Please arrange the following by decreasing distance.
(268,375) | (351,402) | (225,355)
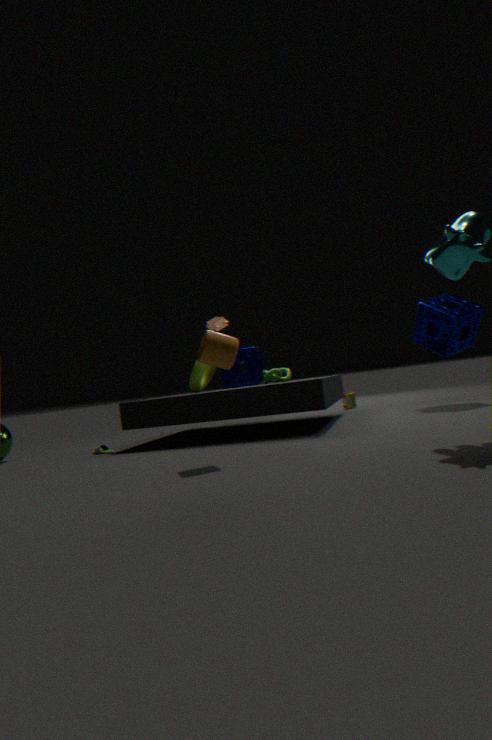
(351,402) → (268,375) → (225,355)
